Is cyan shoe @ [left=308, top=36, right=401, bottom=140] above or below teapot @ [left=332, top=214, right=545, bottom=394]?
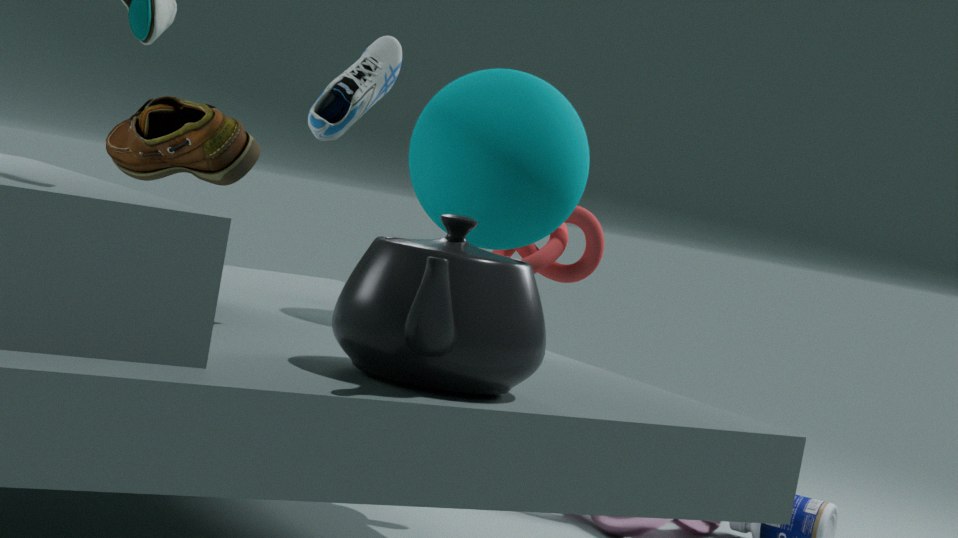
above
